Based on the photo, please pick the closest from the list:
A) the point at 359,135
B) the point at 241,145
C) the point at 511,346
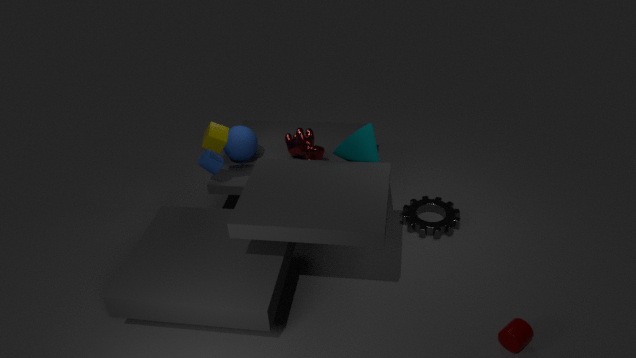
the point at 511,346
